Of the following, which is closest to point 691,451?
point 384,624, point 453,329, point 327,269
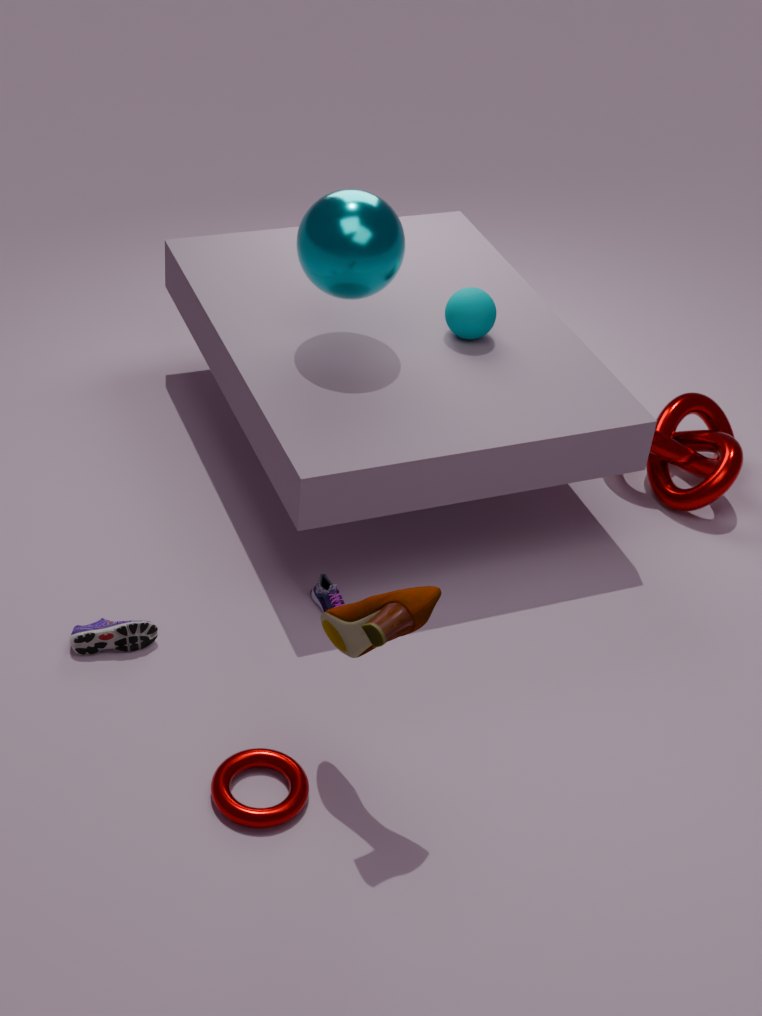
point 453,329
